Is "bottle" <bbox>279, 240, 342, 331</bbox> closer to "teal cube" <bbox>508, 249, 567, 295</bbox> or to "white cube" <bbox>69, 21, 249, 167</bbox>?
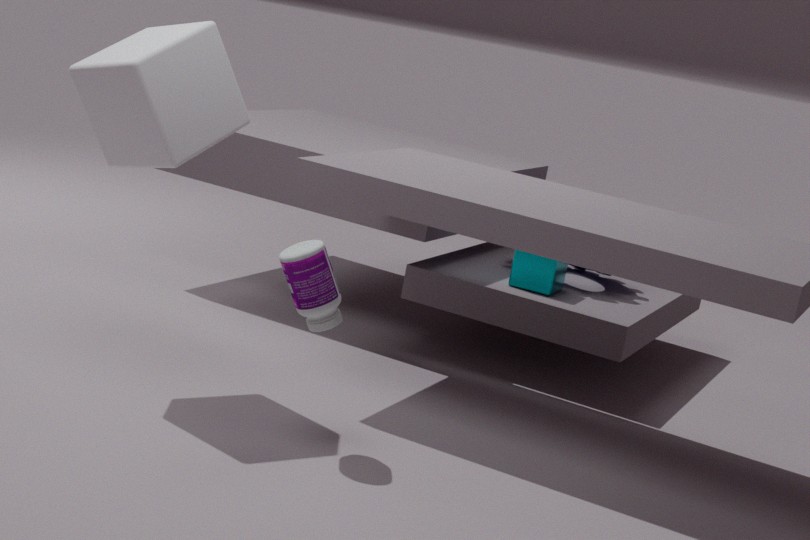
"white cube" <bbox>69, 21, 249, 167</bbox>
